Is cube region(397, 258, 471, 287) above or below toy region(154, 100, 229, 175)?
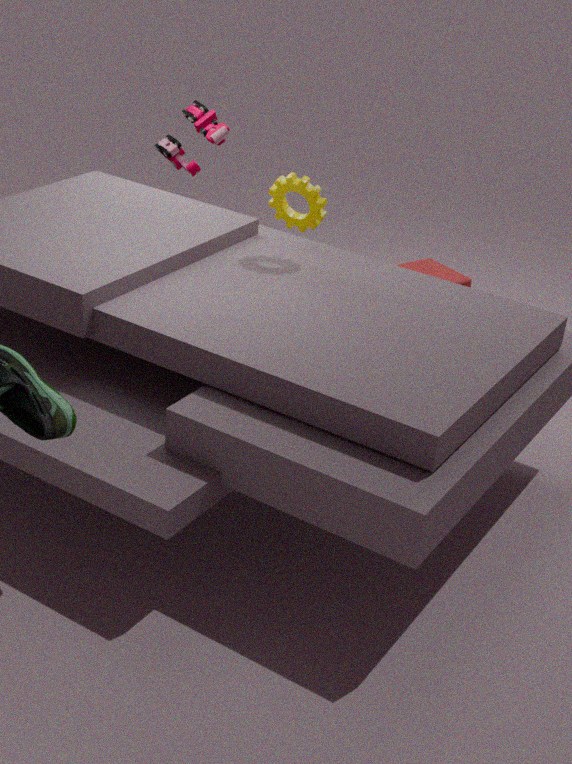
below
